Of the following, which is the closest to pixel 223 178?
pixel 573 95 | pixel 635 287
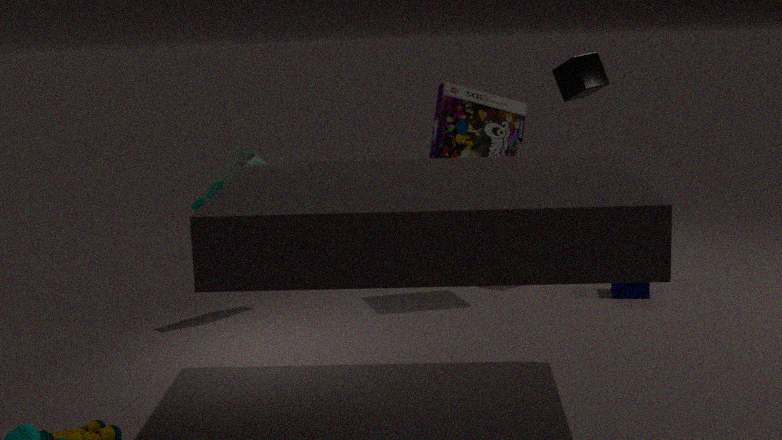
pixel 573 95
